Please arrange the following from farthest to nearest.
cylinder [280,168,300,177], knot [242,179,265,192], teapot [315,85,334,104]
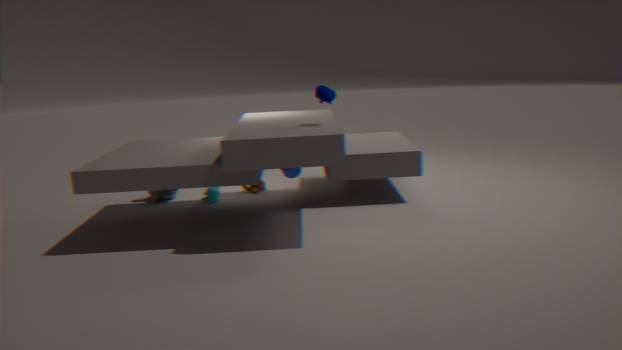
knot [242,179,265,192]
cylinder [280,168,300,177]
teapot [315,85,334,104]
